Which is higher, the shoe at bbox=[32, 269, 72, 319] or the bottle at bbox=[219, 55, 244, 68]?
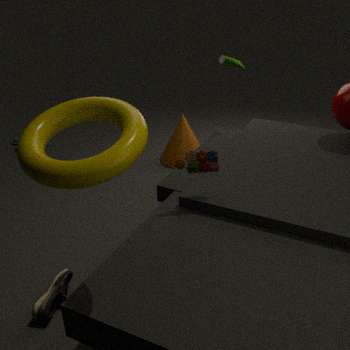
the bottle at bbox=[219, 55, 244, 68]
